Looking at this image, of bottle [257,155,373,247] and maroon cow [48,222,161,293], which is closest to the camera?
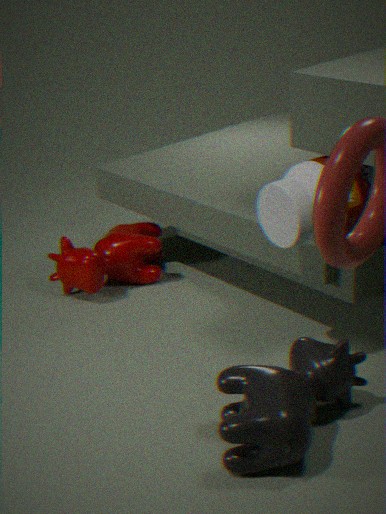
bottle [257,155,373,247]
